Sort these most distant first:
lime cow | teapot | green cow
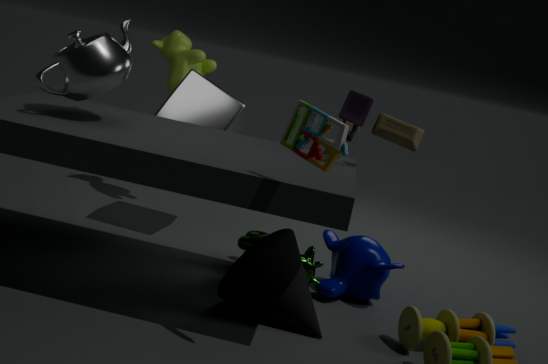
lime cow < green cow < teapot
